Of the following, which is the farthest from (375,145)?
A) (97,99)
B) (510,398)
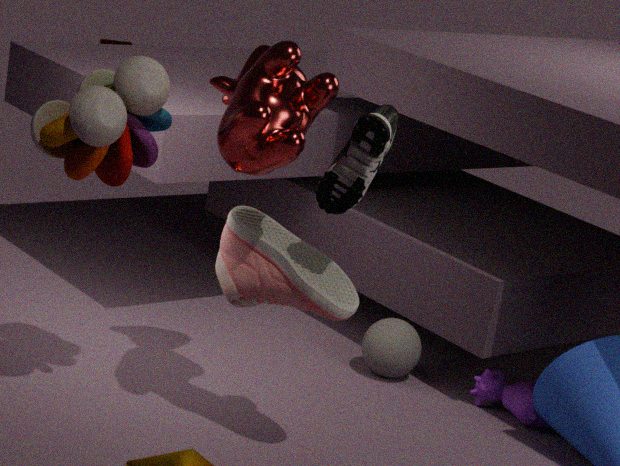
(510,398)
